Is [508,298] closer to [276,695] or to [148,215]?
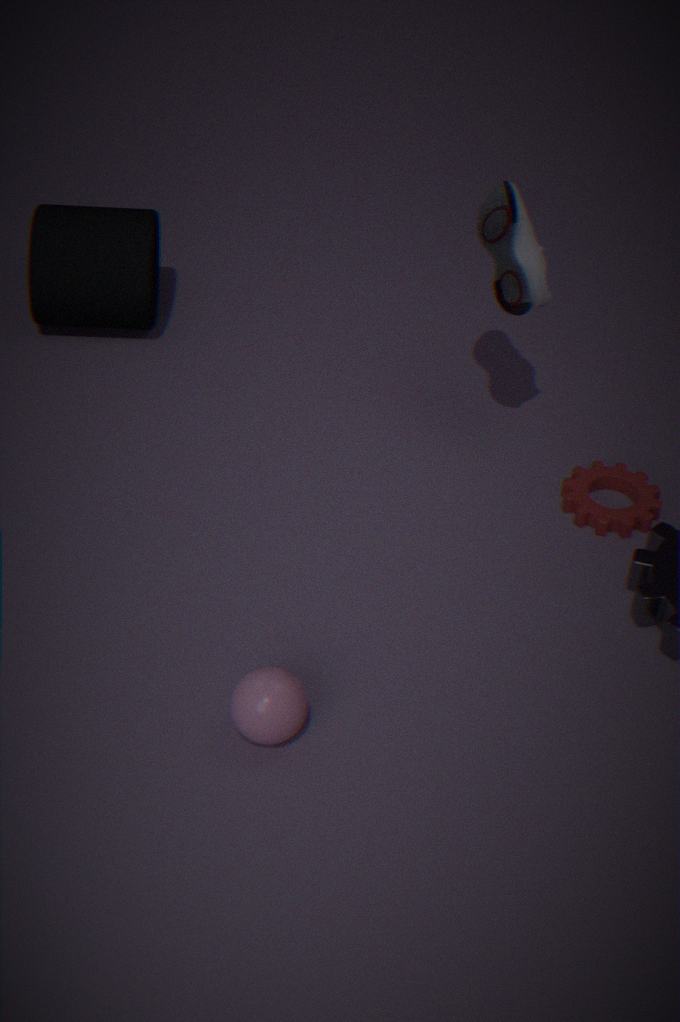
[148,215]
